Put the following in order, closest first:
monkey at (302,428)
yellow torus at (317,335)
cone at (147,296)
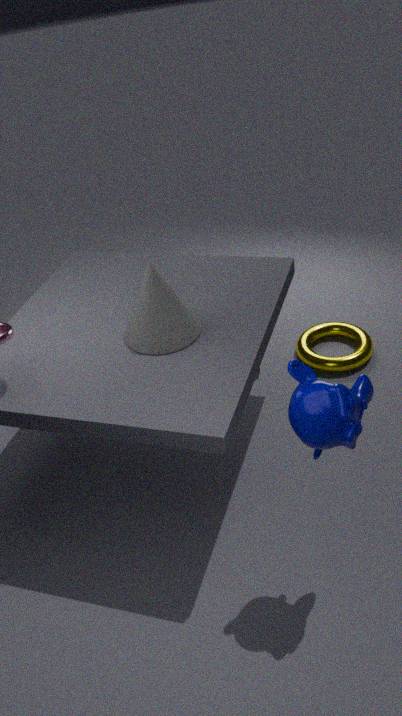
monkey at (302,428) < cone at (147,296) < yellow torus at (317,335)
